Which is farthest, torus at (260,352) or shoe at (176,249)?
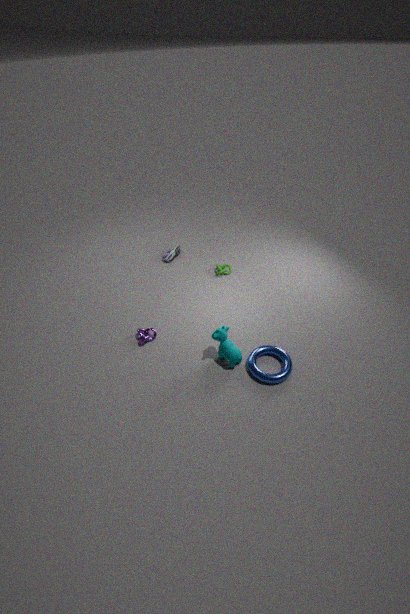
shoe at (176,249)
